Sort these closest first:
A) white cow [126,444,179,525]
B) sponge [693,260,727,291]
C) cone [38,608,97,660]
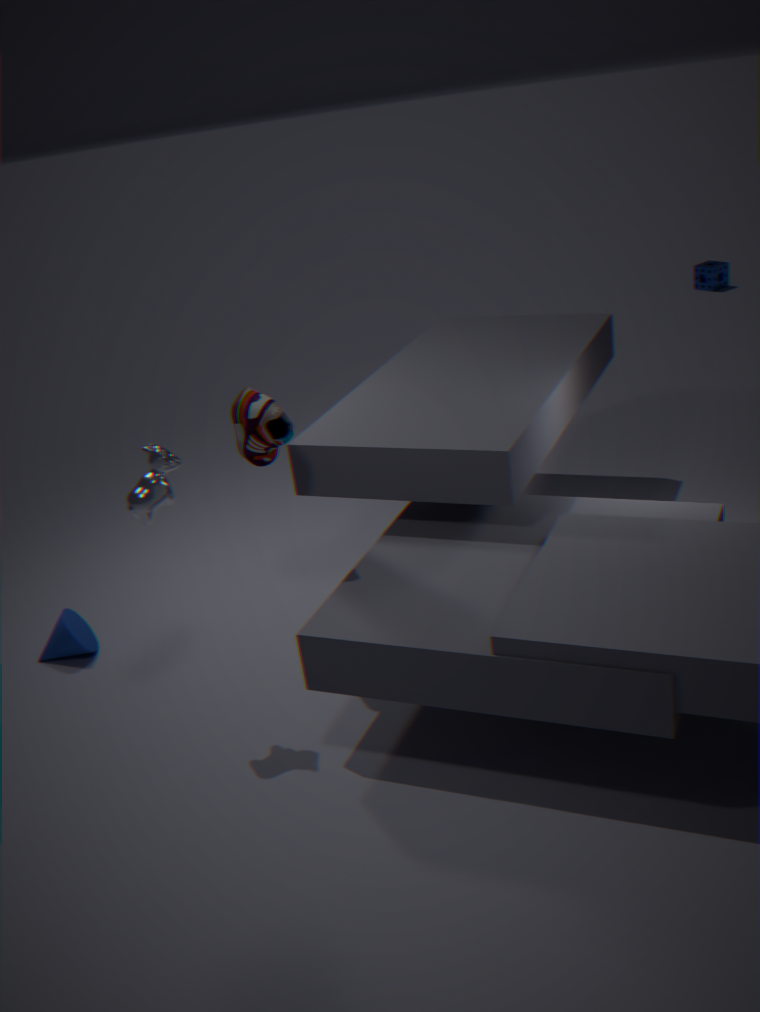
white cow [126,444,179,525]
cone [38,608,97,660]
sponge [693,260,727,291]
